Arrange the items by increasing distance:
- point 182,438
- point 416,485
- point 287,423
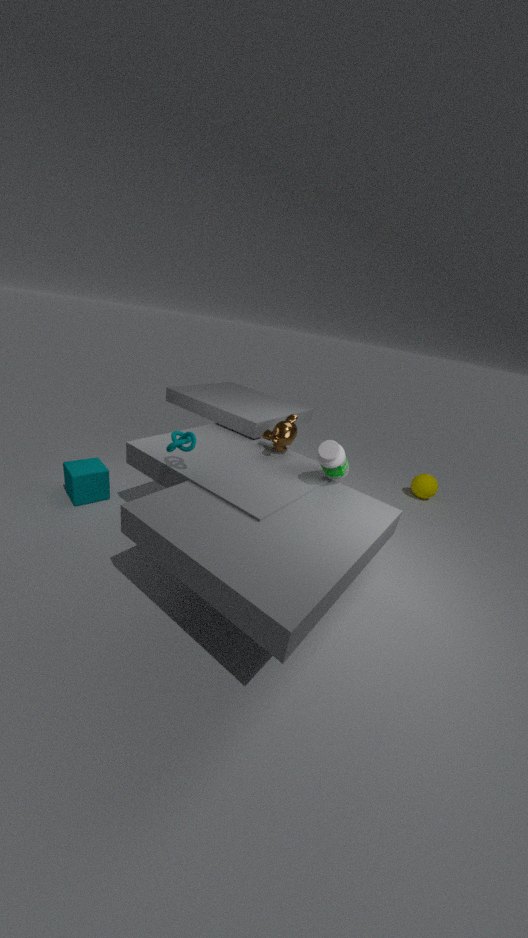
point 182,438, point 287,423, point 416,485
